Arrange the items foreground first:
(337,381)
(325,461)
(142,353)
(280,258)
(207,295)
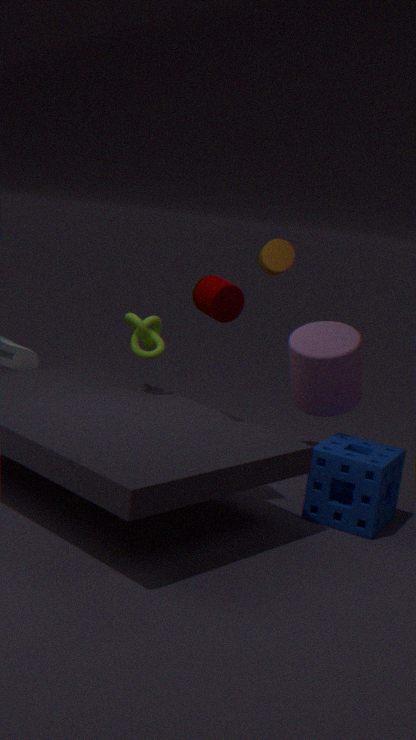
(207,295)
(325,461)
(337,381)
(142,353)
(280,258)
